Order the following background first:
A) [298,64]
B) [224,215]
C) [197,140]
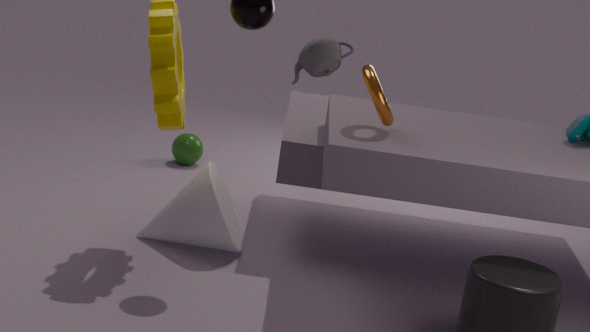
[197,140] < [224,215] < [298,64]
